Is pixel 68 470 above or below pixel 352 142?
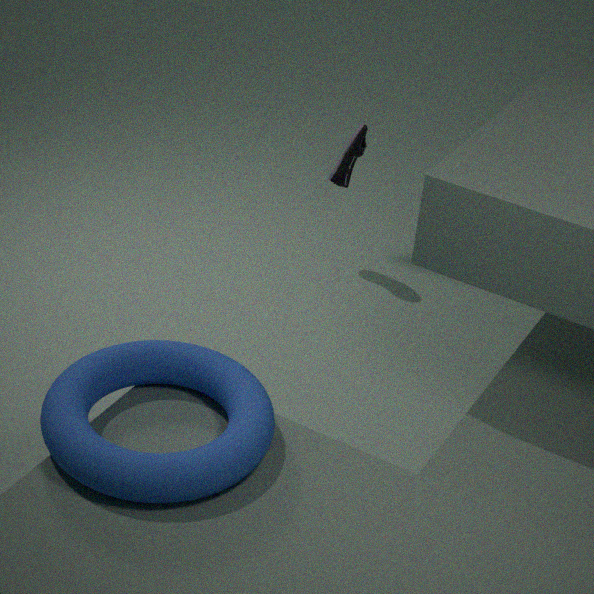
above
